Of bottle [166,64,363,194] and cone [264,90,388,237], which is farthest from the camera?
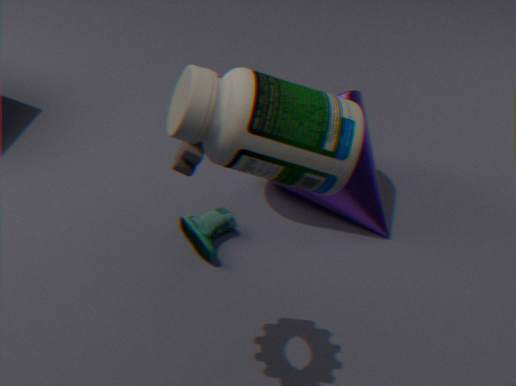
cone [264,90,388,237]
